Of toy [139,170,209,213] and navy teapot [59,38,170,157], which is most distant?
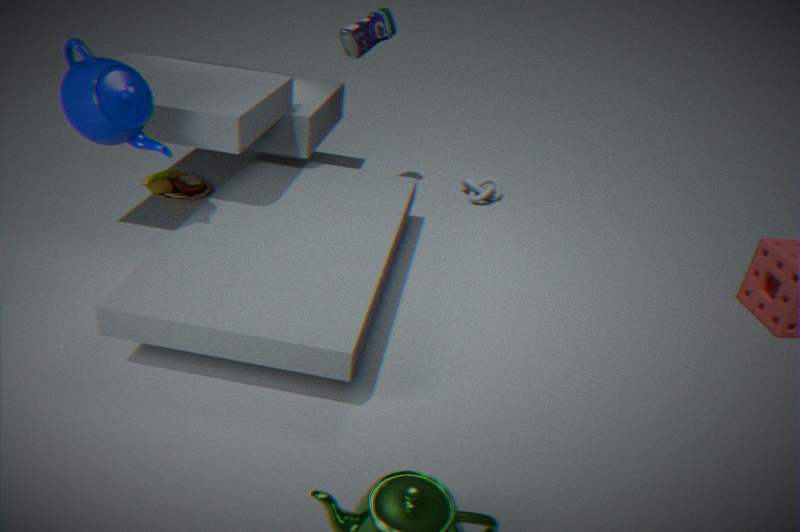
toy [139,170,209,213]
